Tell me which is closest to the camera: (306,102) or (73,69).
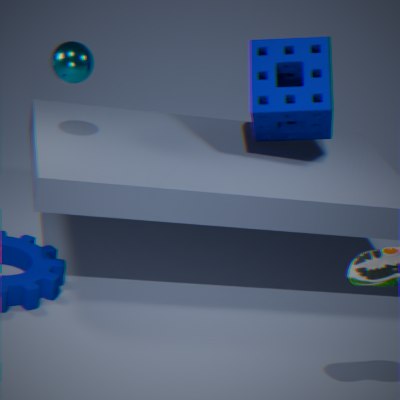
(73,69)
